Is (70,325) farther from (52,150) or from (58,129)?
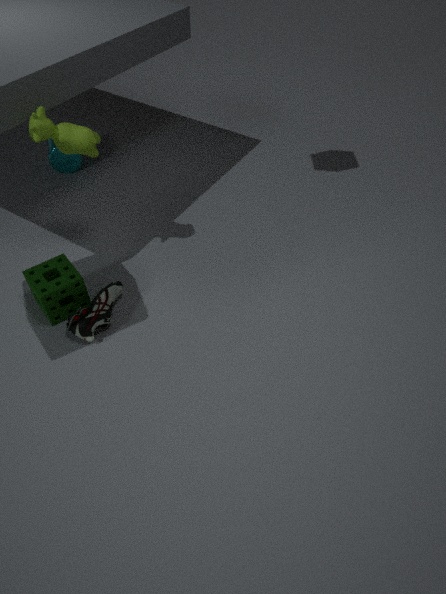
(52,150)
